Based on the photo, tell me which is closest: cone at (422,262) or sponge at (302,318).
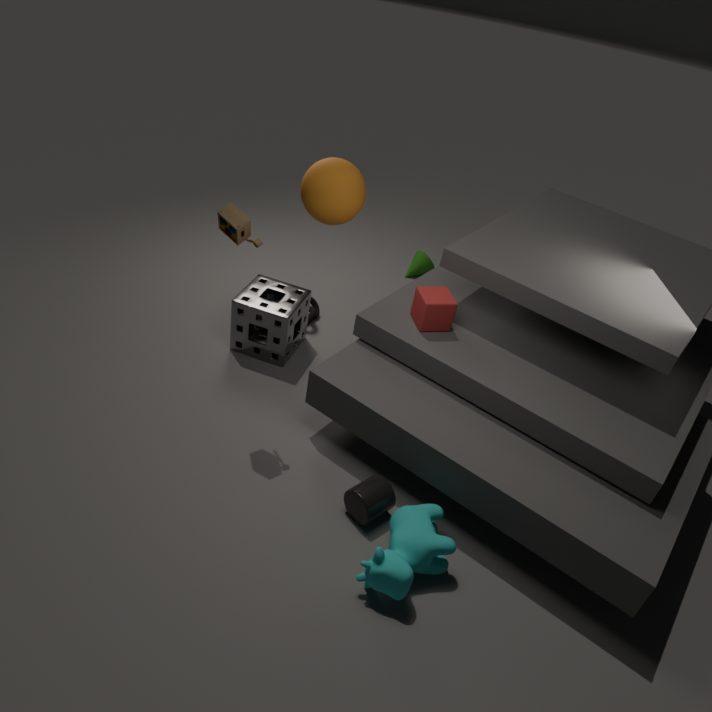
sponge at (302,318)
